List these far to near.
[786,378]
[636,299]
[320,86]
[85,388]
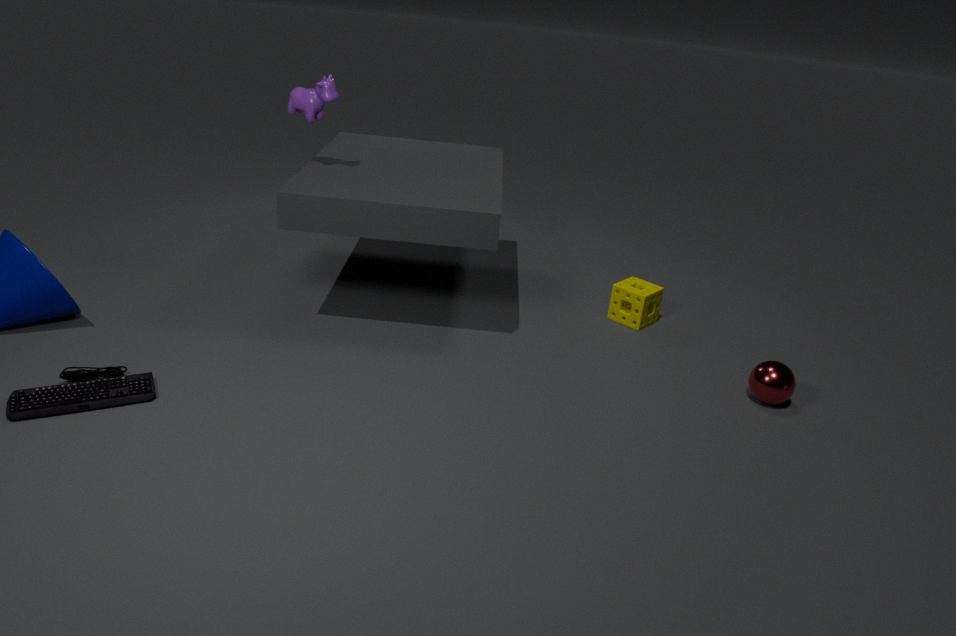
[636,299]
[320,86]
[786,378]
[85,388]
